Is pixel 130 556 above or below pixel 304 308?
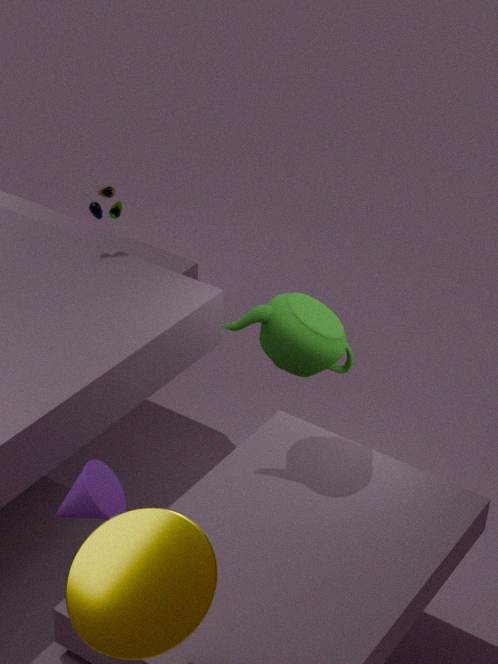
below
